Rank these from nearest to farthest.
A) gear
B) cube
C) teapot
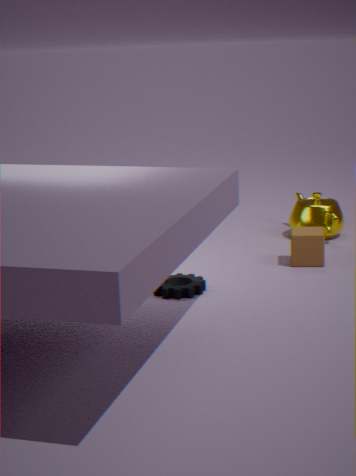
1. gear
2. cube
3. teapot
